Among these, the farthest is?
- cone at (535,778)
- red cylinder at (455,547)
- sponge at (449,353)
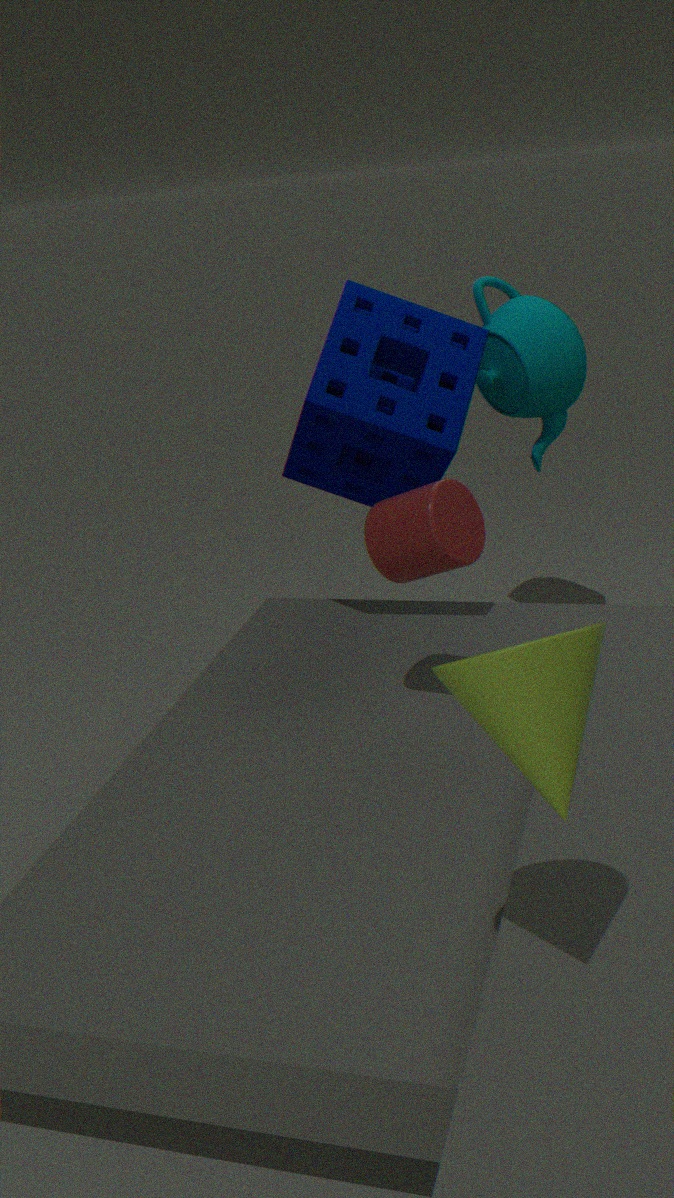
sponge at (449,353)
